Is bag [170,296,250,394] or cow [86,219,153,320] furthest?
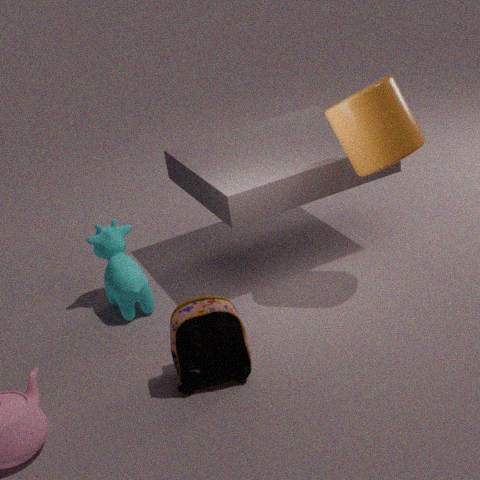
cow [86,219,153,320]
